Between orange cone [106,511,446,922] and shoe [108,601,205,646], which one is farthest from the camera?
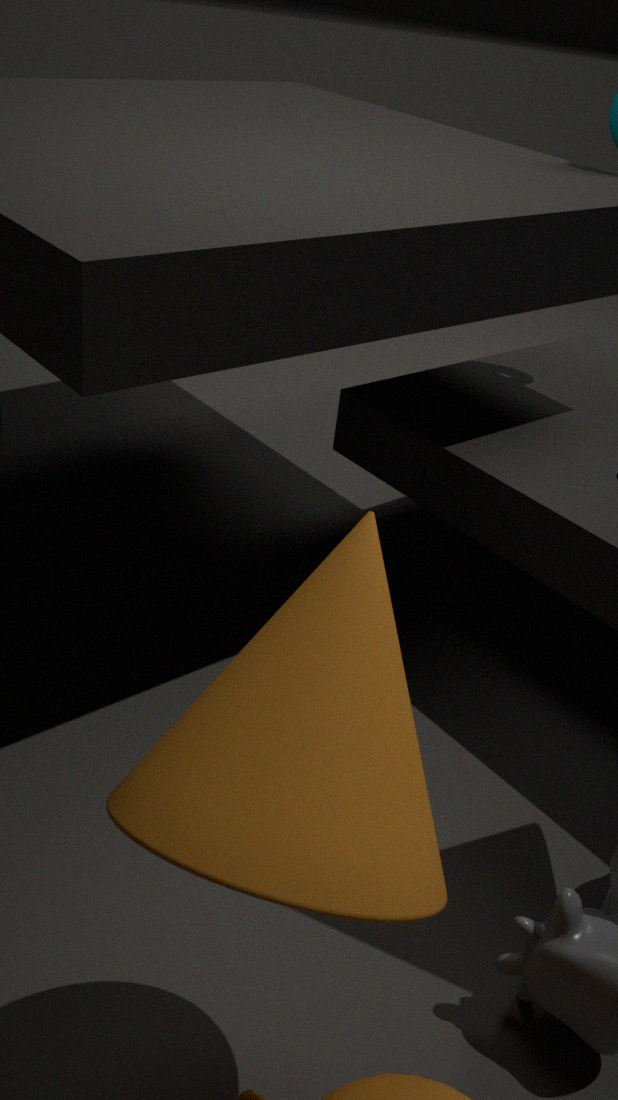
shoe [108,601,205,646]
